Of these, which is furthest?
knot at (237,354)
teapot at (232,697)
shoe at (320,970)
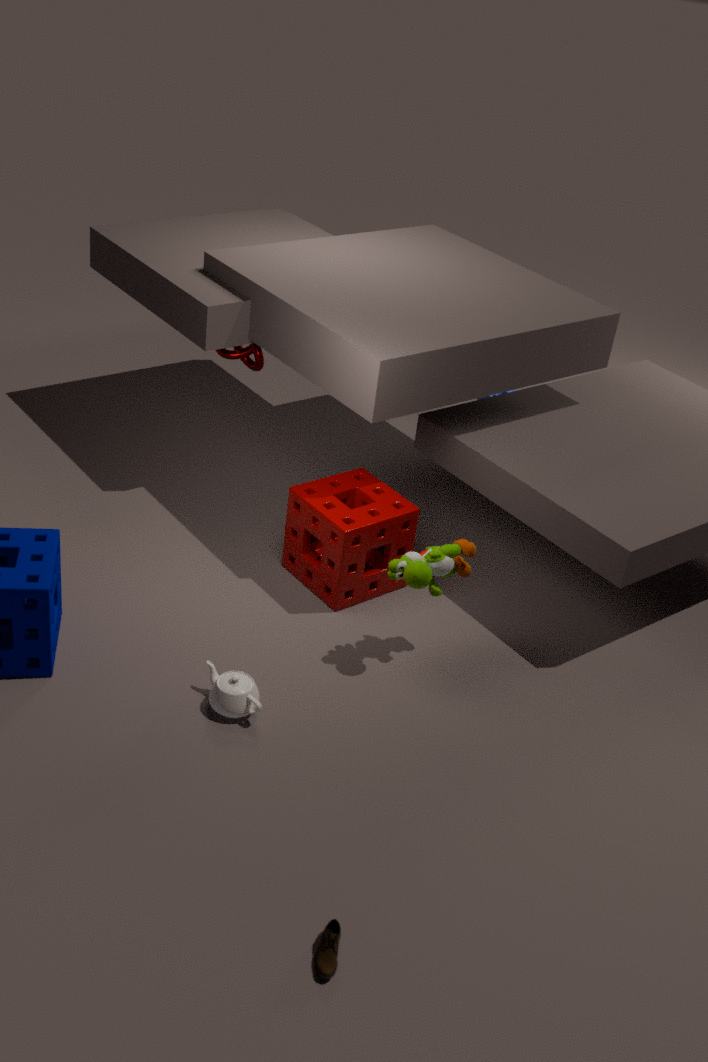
knot at (237,354)
